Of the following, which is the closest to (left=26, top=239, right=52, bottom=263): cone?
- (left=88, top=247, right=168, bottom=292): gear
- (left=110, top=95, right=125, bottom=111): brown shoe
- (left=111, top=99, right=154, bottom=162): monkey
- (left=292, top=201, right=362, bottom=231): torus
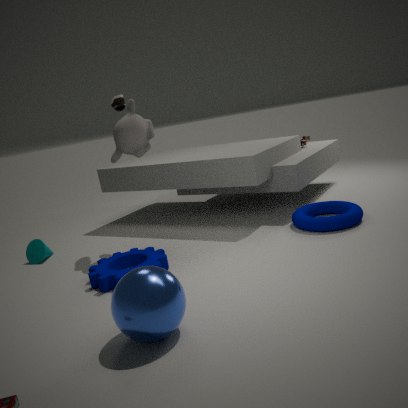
(left=88, top=247, right=168, bottom=292): gear
